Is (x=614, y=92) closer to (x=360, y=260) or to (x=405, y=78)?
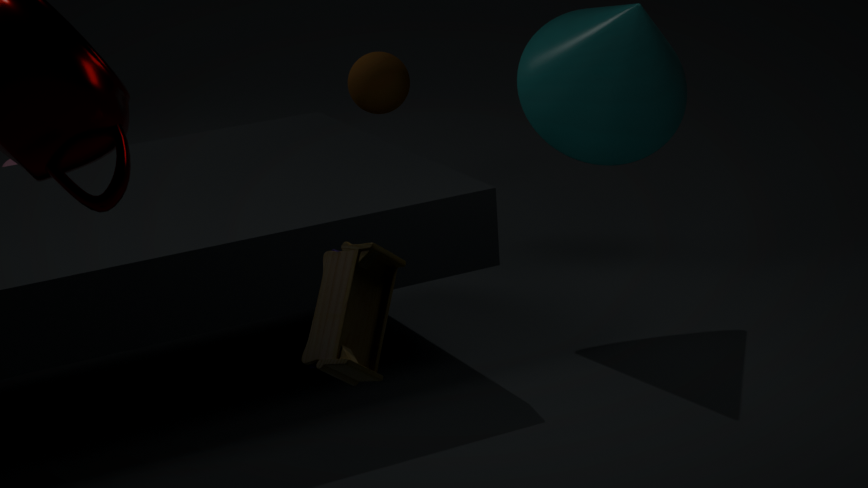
(x=405, y=78)
